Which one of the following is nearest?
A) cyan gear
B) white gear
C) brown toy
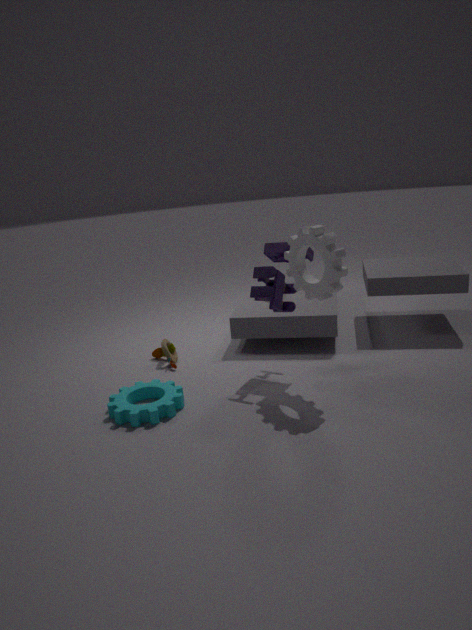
cyan gear
